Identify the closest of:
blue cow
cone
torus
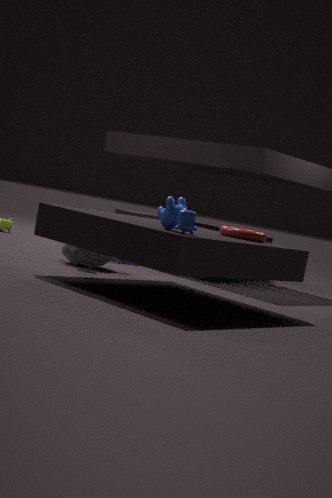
blue cow
